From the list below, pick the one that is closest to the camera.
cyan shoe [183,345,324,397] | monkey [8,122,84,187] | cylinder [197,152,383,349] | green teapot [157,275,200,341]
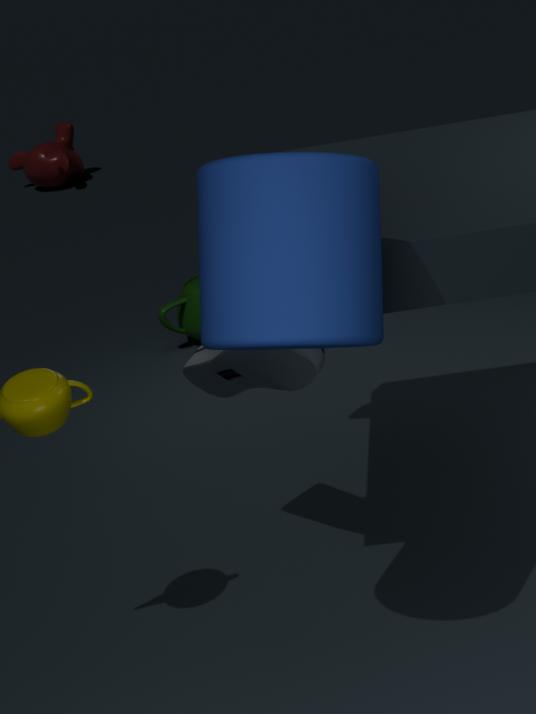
cylinder [197,152,383,349]
